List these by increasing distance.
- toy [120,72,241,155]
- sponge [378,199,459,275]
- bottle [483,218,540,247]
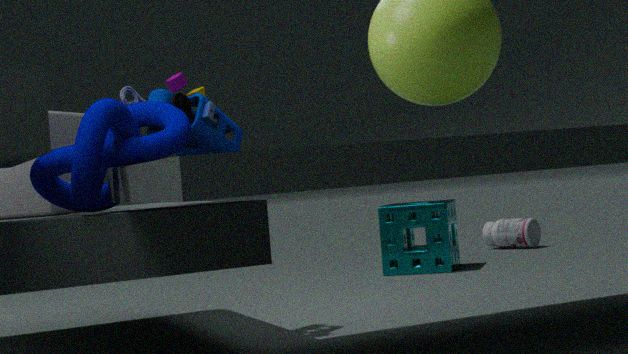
toy [120,72,241,155] < sponge [378,199,459,275] < bottle [483,218,540,247]
